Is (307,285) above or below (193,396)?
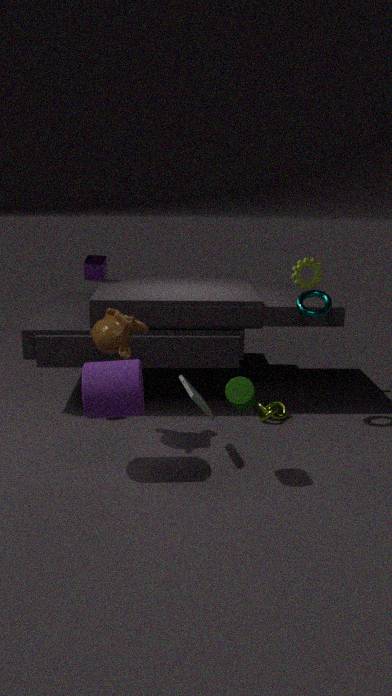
above
